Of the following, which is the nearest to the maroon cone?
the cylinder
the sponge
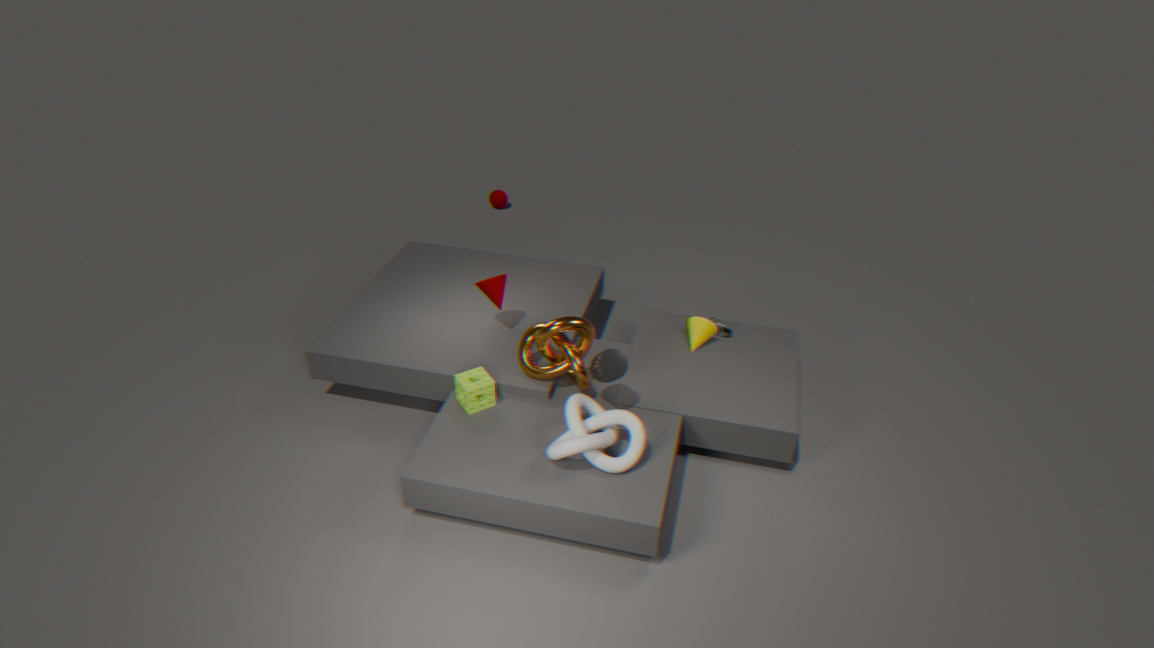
the sponge
